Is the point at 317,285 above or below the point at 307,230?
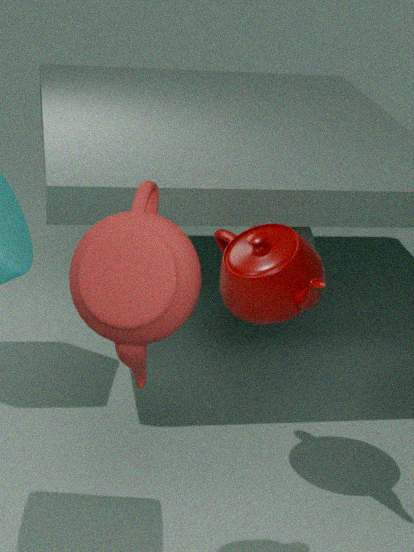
above
